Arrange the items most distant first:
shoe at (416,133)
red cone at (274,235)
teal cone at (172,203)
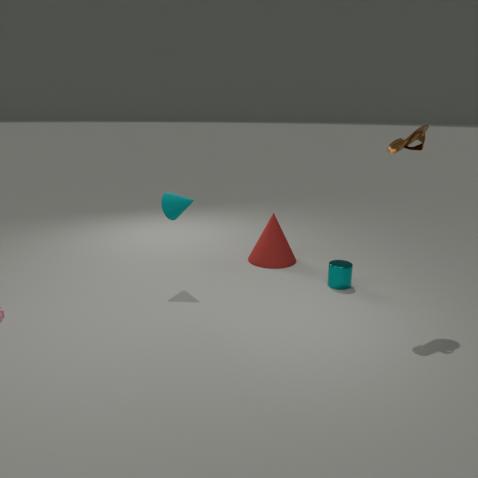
red cone at (274,235) < teal cone at (172,203) < shoe at (416,133)
